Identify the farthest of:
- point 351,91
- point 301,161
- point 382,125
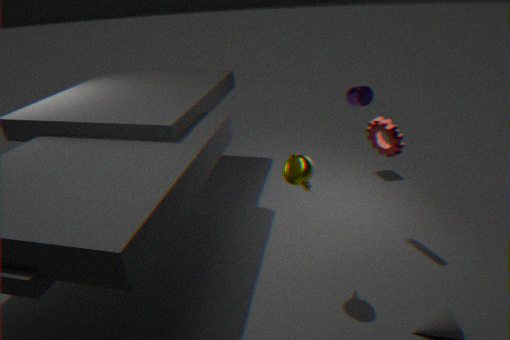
point 351,91
